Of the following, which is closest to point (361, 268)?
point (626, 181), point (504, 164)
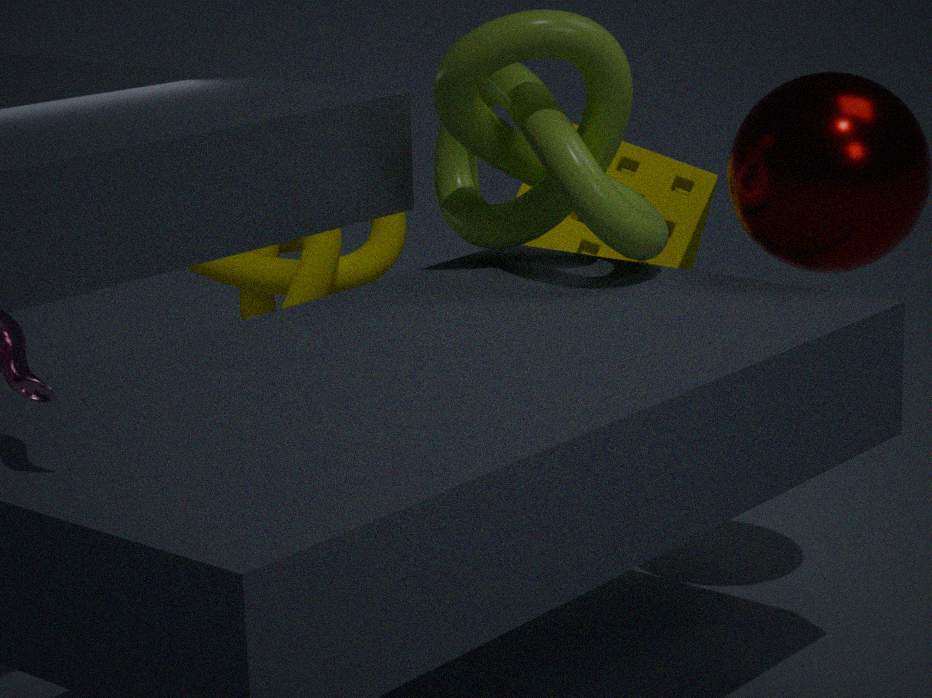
point (626, 181)
